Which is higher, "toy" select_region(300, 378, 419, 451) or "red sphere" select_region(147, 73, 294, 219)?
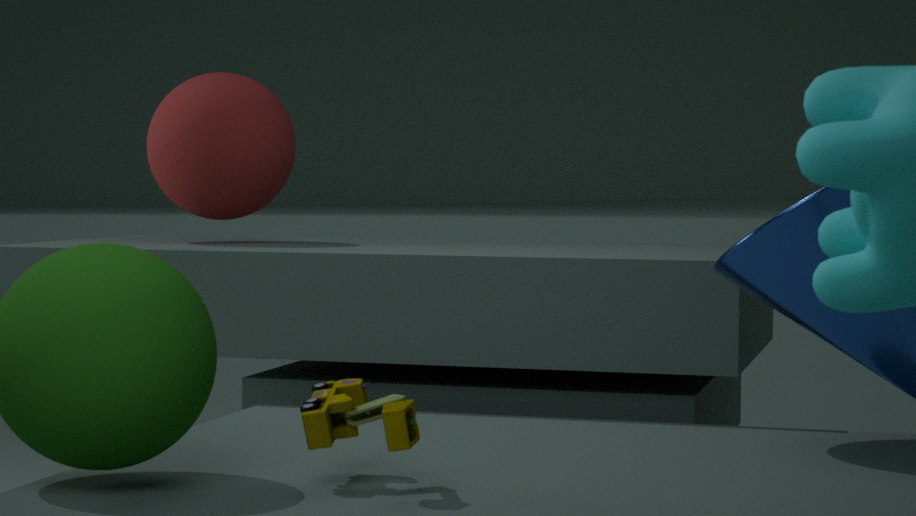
"red sphere" select_region(147, 73, 294, 219)
